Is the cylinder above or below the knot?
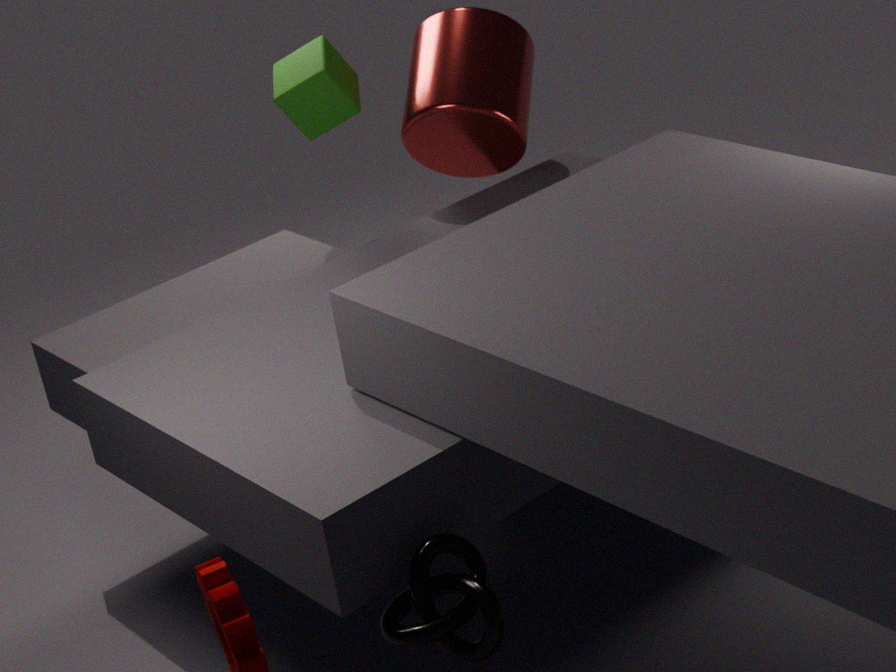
above
